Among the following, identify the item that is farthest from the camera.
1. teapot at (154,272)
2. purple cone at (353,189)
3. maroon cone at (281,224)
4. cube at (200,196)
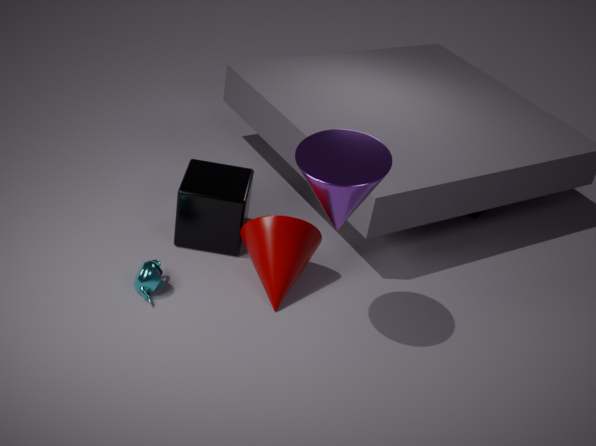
cube at (200,196)
